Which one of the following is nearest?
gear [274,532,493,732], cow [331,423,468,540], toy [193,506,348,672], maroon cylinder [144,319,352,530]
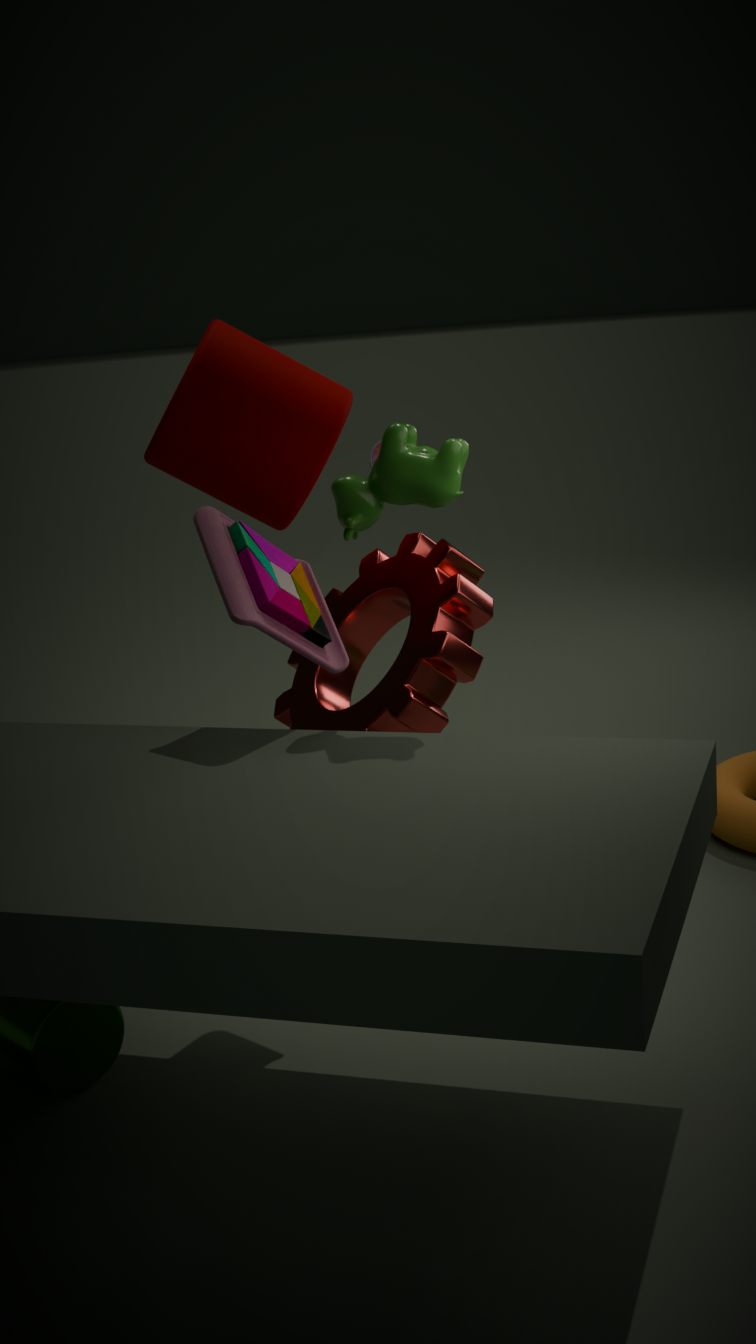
cow [331,423,468,540]
